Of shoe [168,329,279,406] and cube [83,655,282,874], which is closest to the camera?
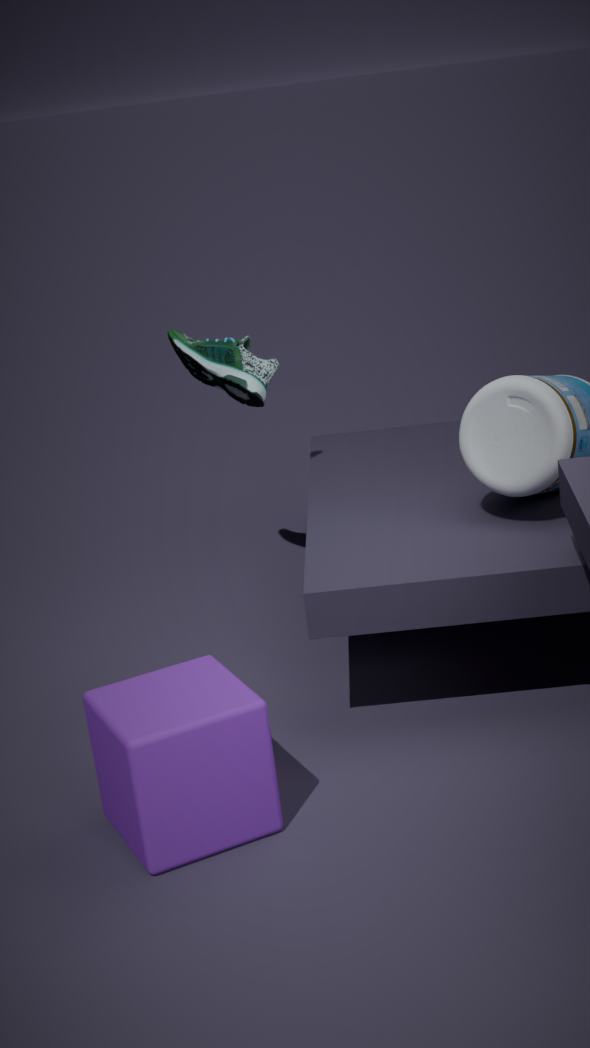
cube [83,655,282,874]
